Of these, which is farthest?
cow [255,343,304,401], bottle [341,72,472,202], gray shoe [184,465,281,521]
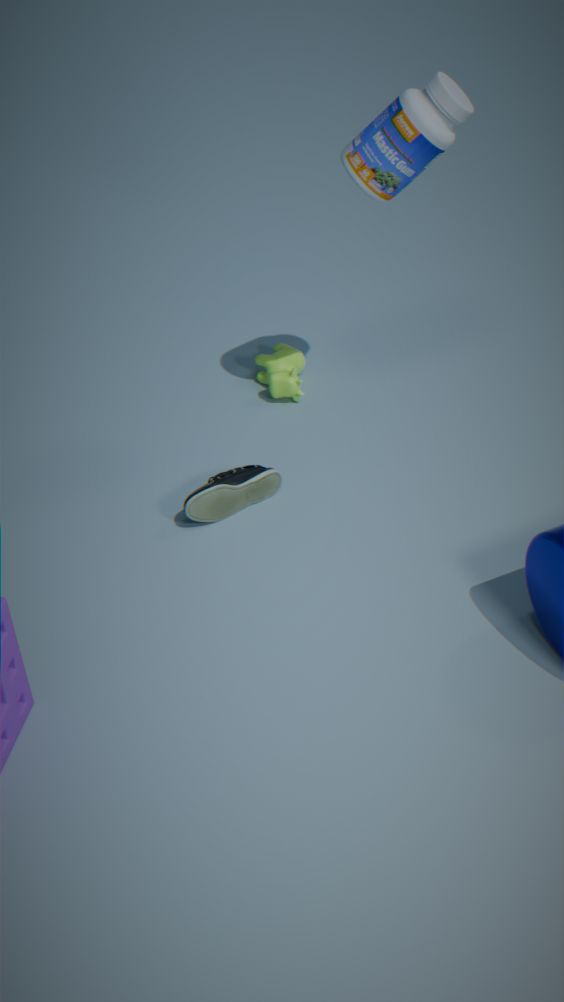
cow [255,343,304,401]
